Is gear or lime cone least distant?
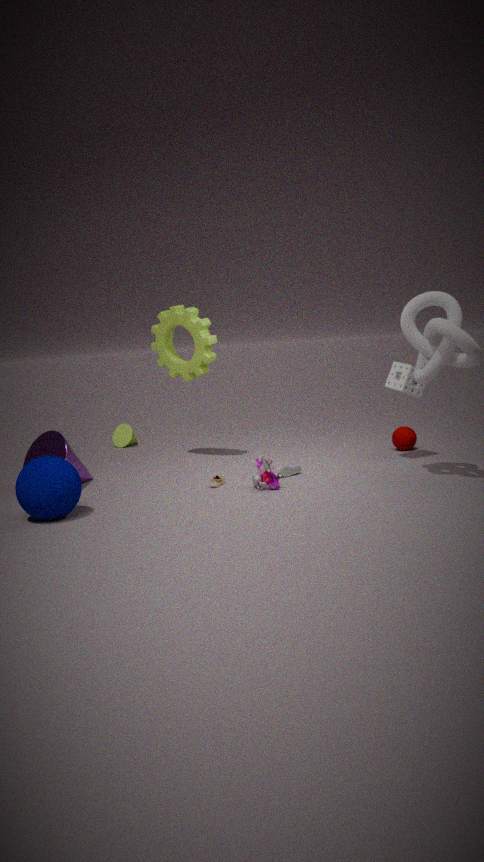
gear
